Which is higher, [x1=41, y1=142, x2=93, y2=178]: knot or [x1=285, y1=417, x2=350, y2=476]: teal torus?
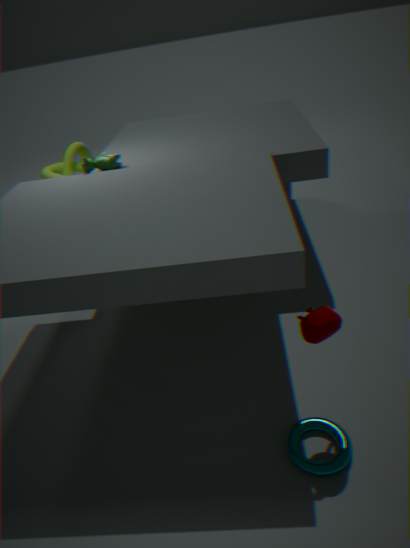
[x1=41, y1=142, x2=93, y2=178]: knot
